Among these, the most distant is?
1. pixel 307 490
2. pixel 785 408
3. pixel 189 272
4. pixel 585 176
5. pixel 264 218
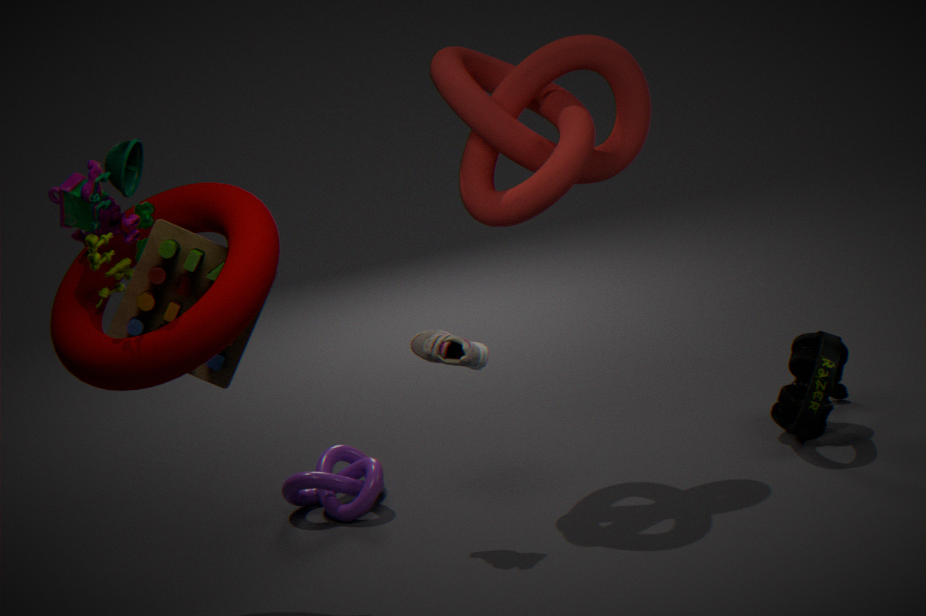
pixel 307 490
